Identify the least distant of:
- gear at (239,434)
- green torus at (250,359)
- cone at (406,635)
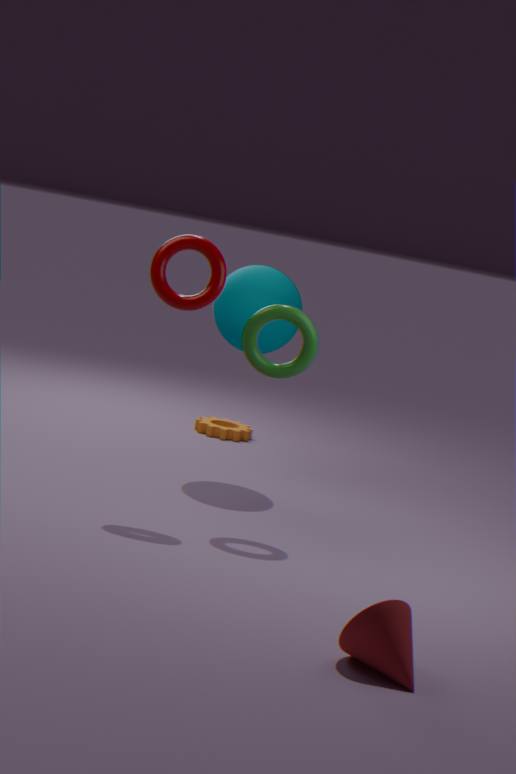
cone at (406,635)
